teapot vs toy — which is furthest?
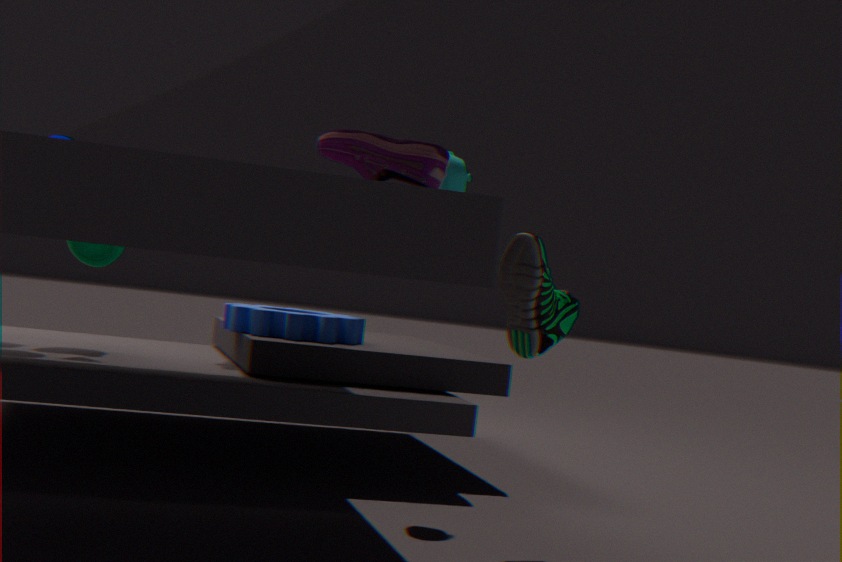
toy
